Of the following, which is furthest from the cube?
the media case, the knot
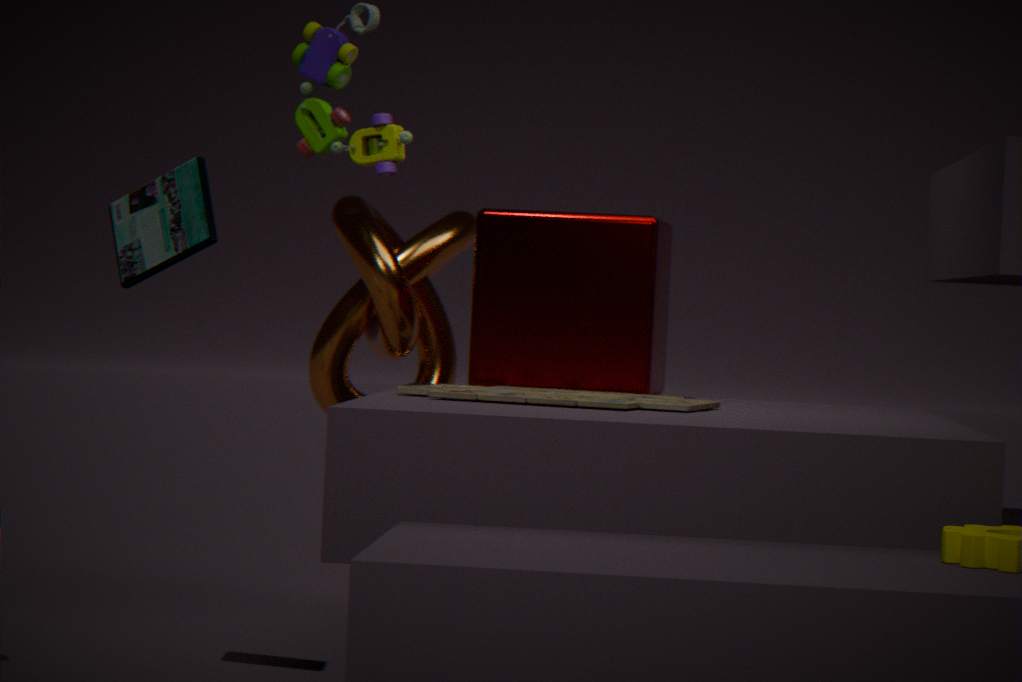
the media case
